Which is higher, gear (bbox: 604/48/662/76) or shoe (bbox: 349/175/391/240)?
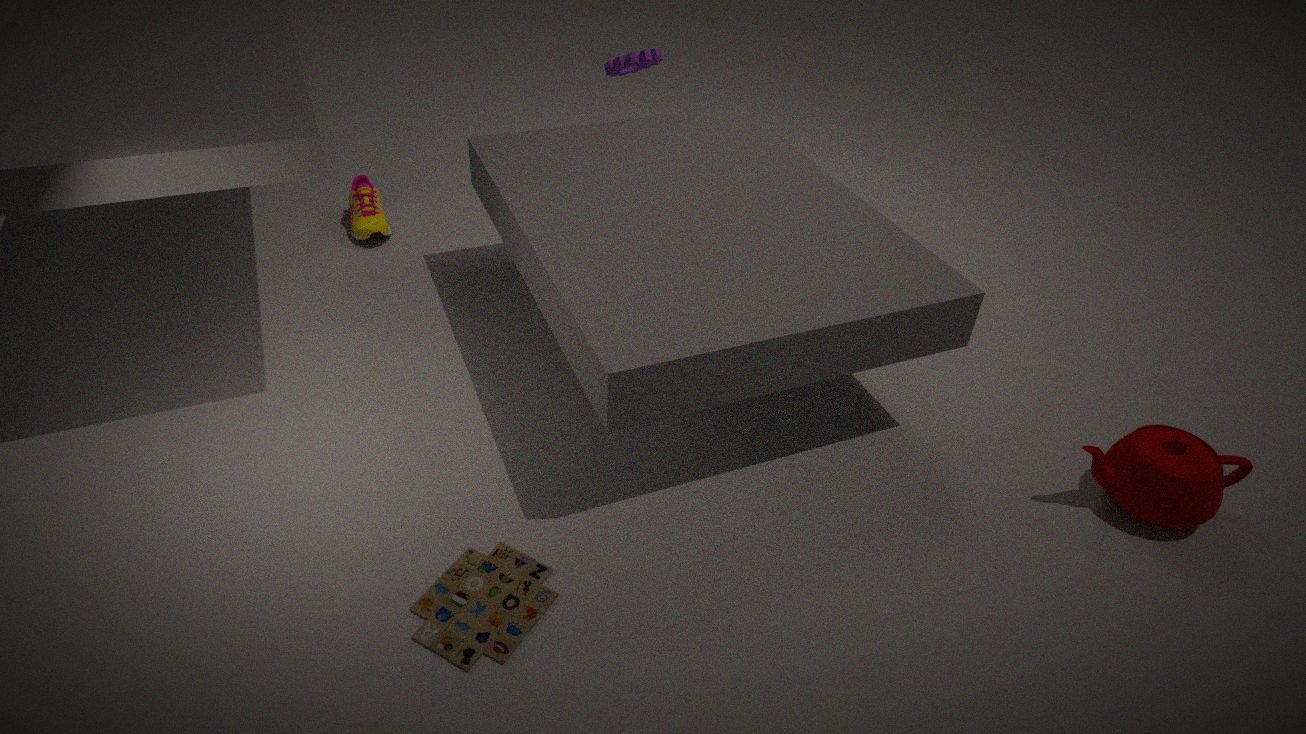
gear (bbox: 604/48/662/76)
